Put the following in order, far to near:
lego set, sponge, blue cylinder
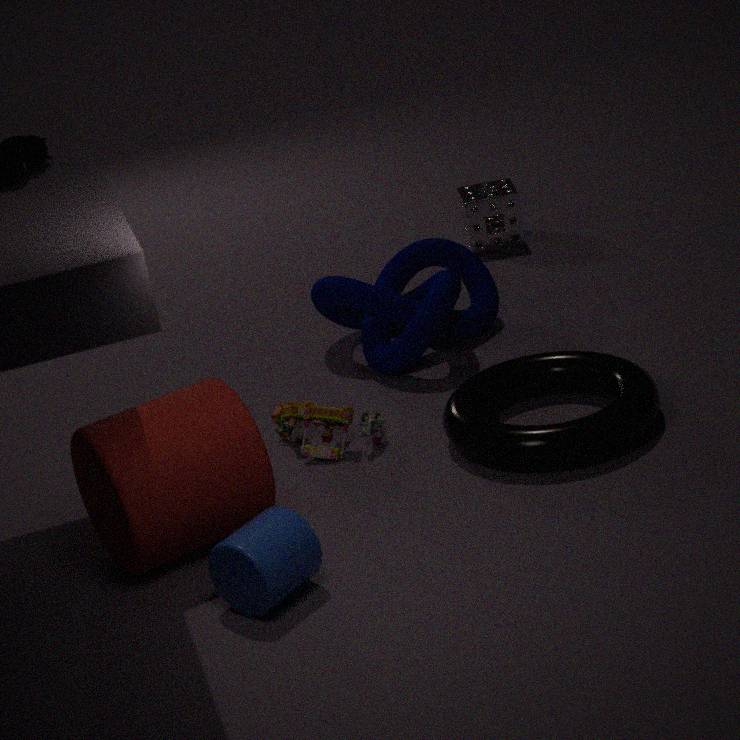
sponge
lego set
blue cylinder
